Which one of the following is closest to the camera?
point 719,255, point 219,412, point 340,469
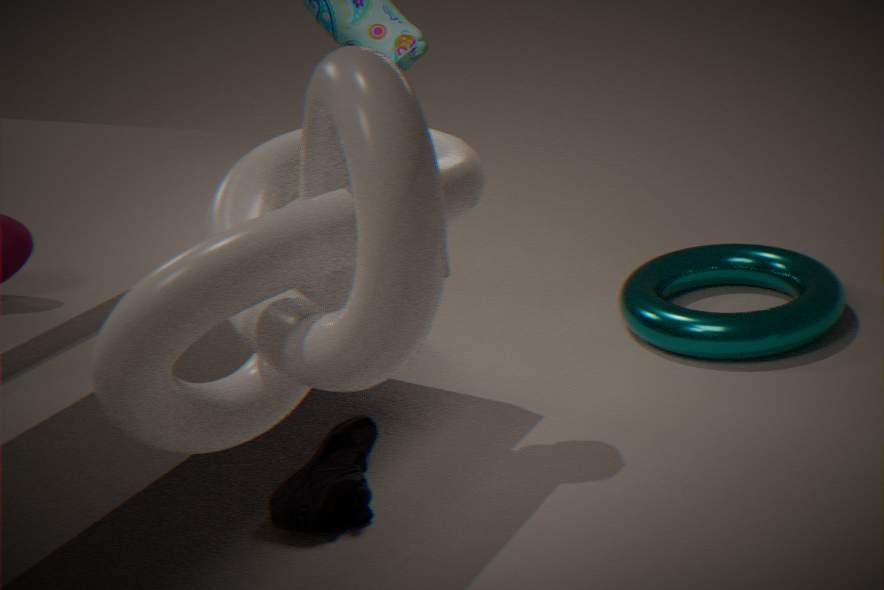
point 219,412
